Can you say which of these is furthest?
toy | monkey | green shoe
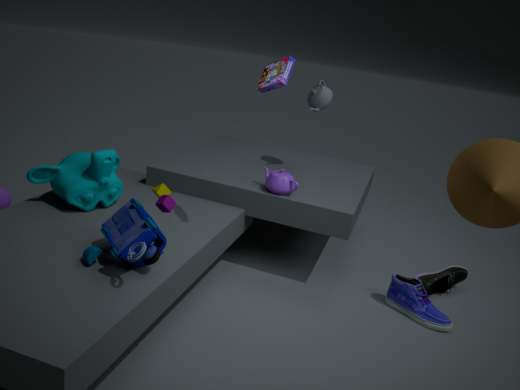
green shoe
